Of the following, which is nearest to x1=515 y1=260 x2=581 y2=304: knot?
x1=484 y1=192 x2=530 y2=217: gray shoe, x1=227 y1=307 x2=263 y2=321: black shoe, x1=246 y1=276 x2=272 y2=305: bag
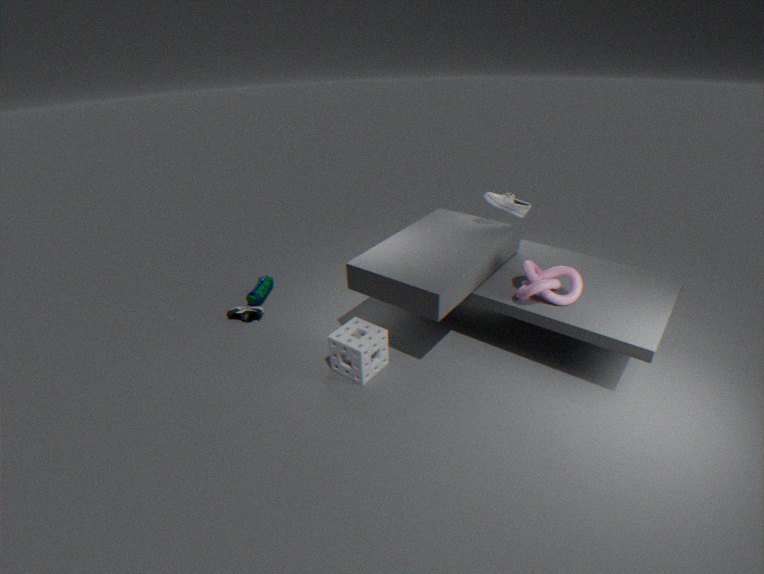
x1=484 y1=192 x2=530 y2=217: gray shoe
